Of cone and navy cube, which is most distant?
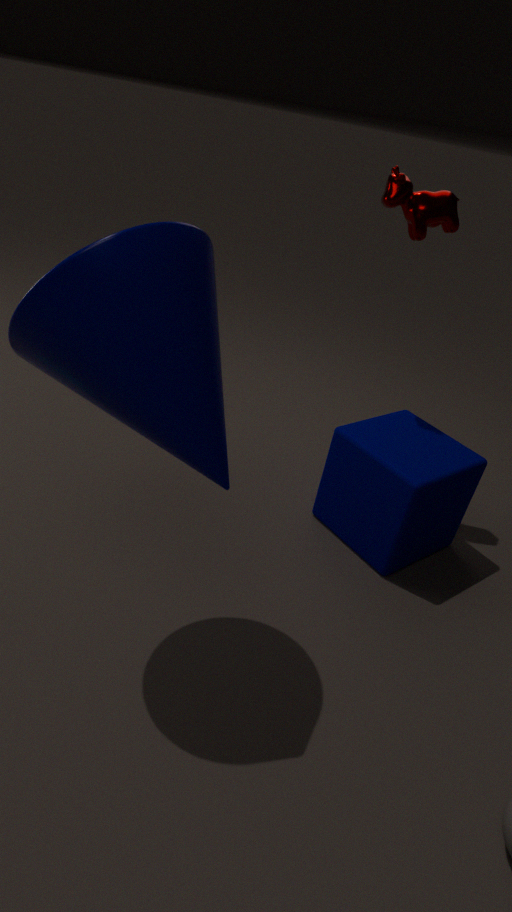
navy cube
